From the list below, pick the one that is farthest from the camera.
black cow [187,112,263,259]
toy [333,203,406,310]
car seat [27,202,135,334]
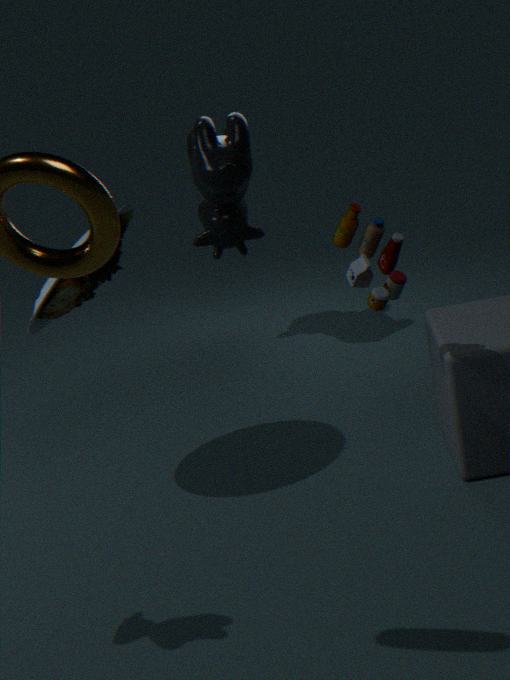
black cow [187,112,263,259]
